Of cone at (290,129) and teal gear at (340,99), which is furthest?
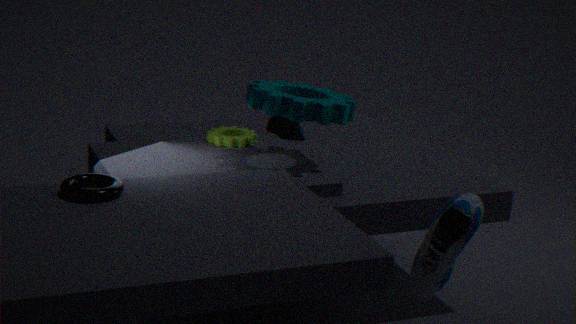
cone at (290,129)
